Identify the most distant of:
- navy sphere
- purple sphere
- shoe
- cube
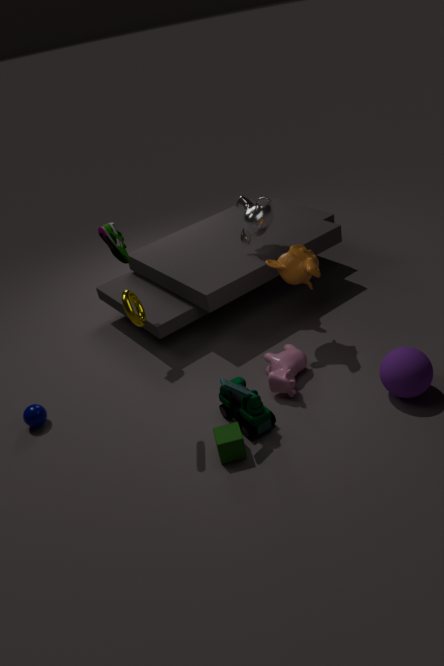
shoe
